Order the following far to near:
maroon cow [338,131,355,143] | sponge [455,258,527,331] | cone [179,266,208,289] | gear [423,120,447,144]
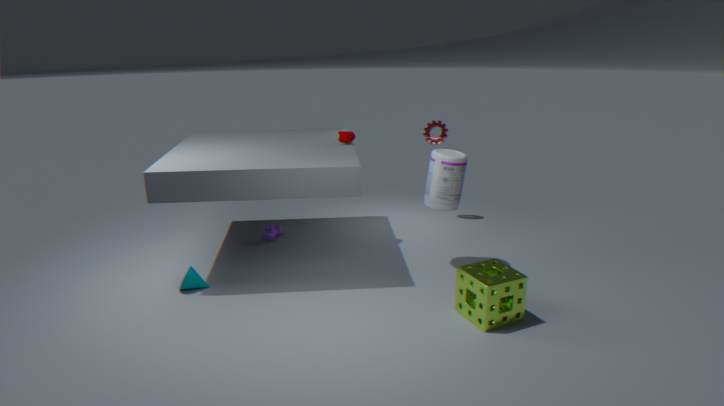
gear [423,120,447,144] → maroon cow [338,131,355,143] → cone [179,266,208,289] → sponge [455,258,527,331]
